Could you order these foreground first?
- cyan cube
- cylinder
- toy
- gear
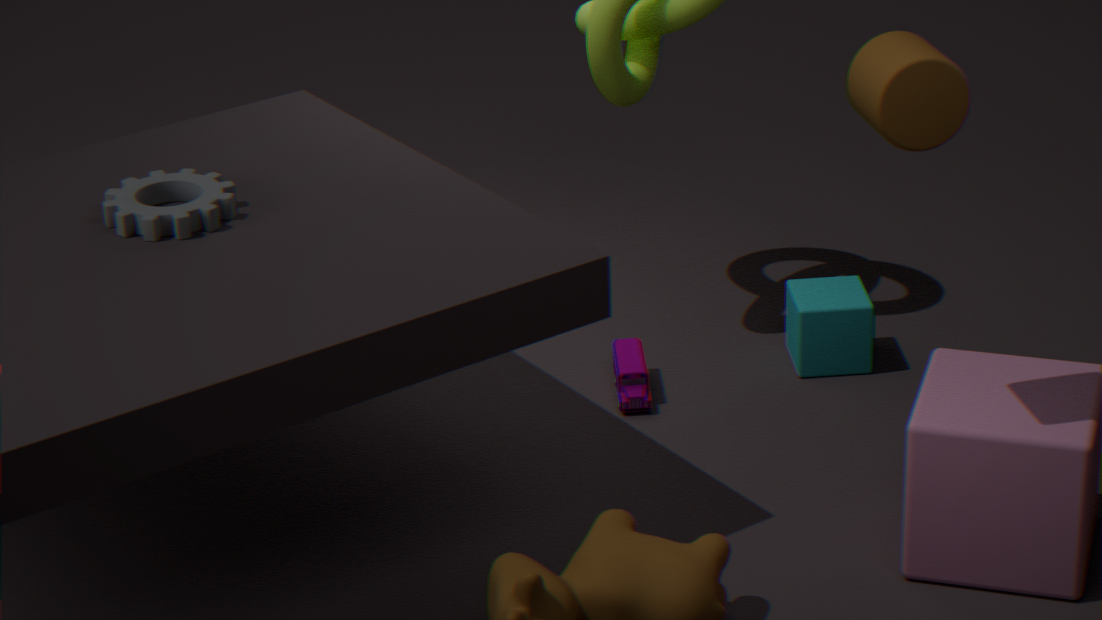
cylinder → gear → toy → cyan cube
